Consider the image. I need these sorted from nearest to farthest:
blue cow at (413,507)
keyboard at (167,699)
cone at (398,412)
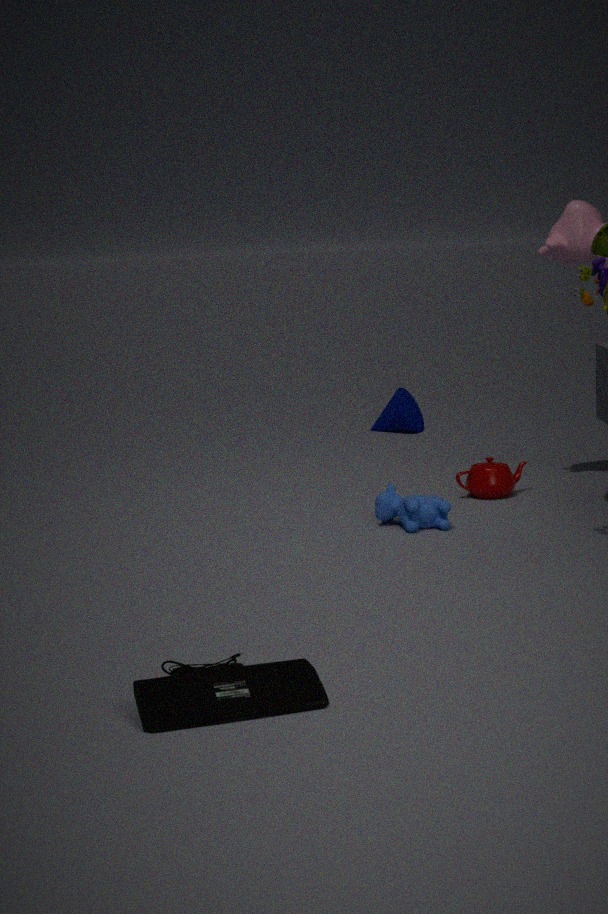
keyboard at (167,699)
blue cow at (413,507)
cone at (398,412)
